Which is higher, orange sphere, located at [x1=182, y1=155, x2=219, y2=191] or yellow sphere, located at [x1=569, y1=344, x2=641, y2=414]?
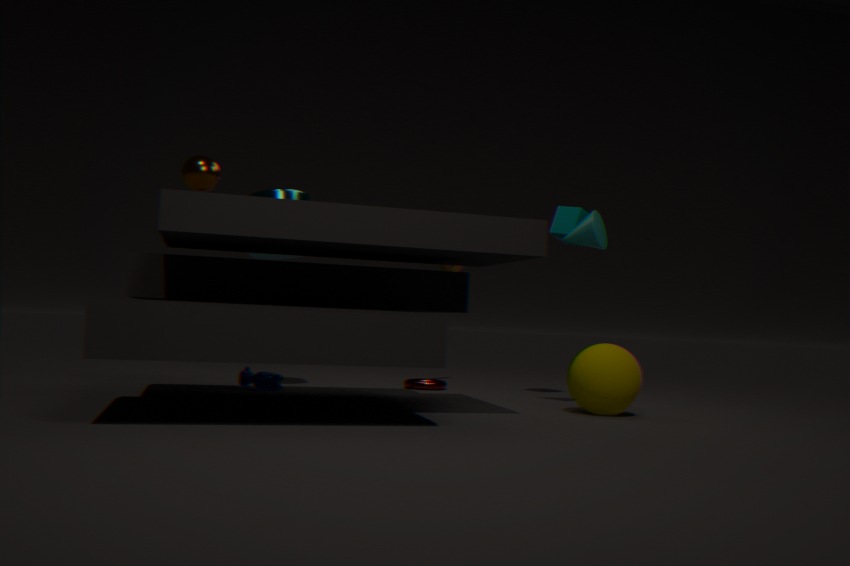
orange sphere, located at [x1=182, y1=155, x2=219, y2=191]
